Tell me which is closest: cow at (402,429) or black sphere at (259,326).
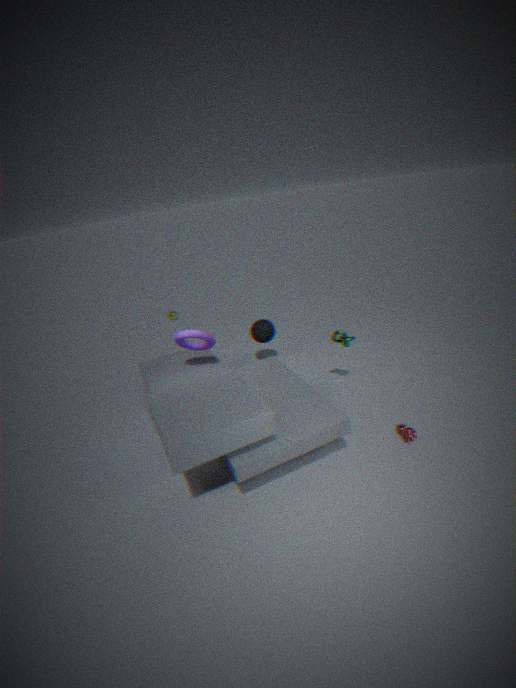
cow at (402,429)
